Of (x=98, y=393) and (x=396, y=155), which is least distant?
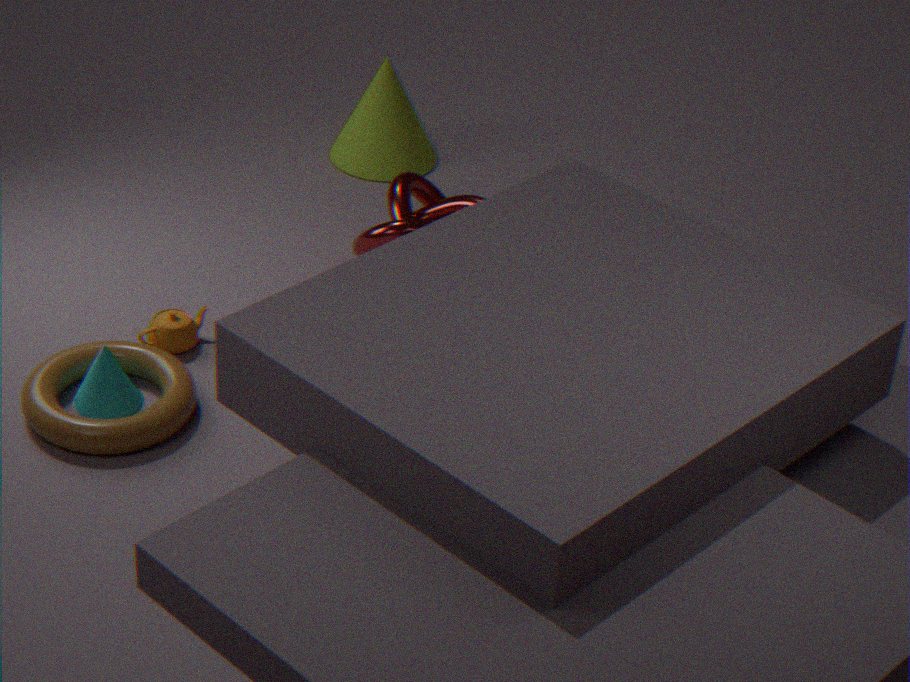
(x=98, y=393)
